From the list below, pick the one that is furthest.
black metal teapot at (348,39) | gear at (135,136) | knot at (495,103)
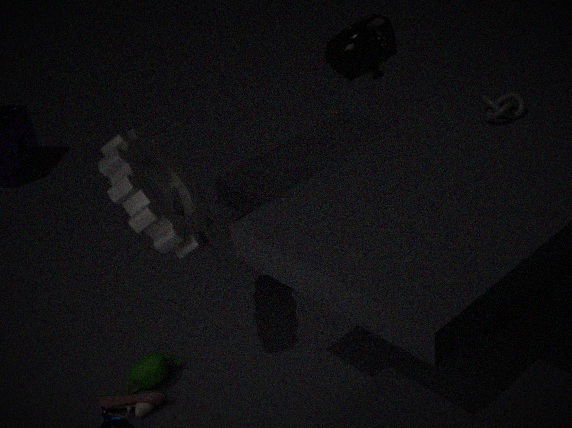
knot at (495,103)
